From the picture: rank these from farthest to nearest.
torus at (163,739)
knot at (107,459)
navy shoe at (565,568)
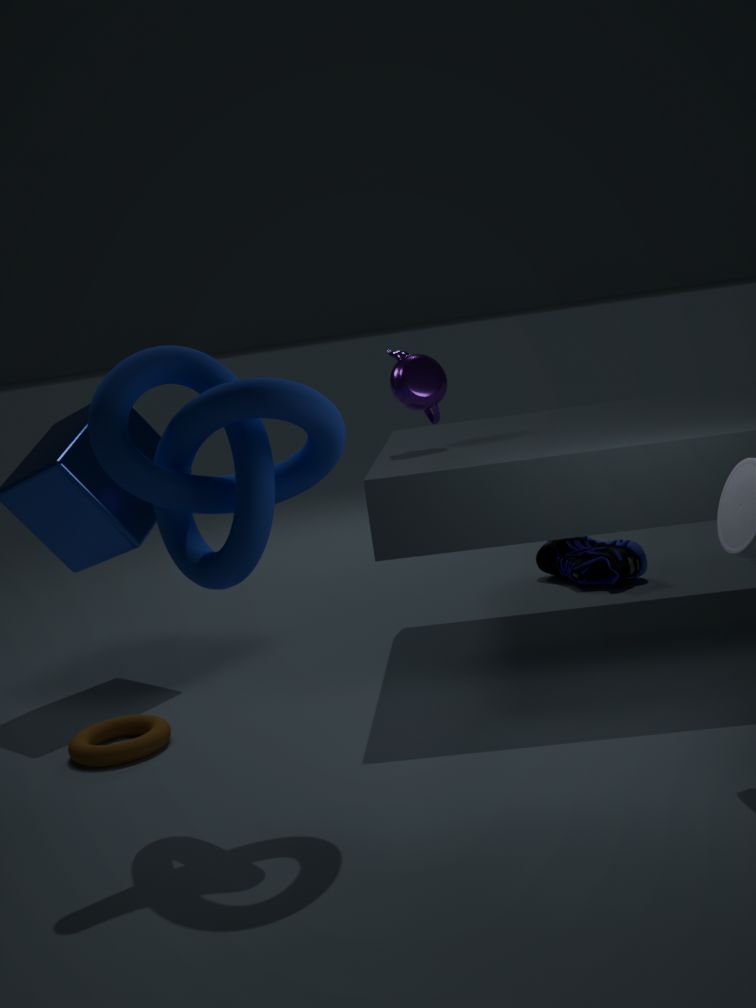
navy shoe at (565,568) → torus at (163,739) → knot at (107,459)
